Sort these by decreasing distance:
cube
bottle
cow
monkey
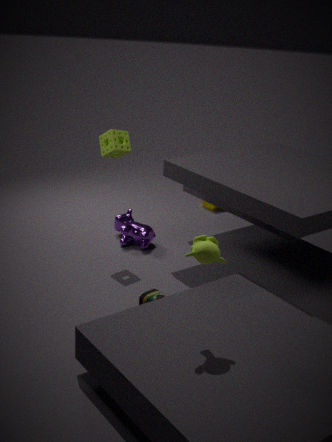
cube < cow < bottle < monkey
